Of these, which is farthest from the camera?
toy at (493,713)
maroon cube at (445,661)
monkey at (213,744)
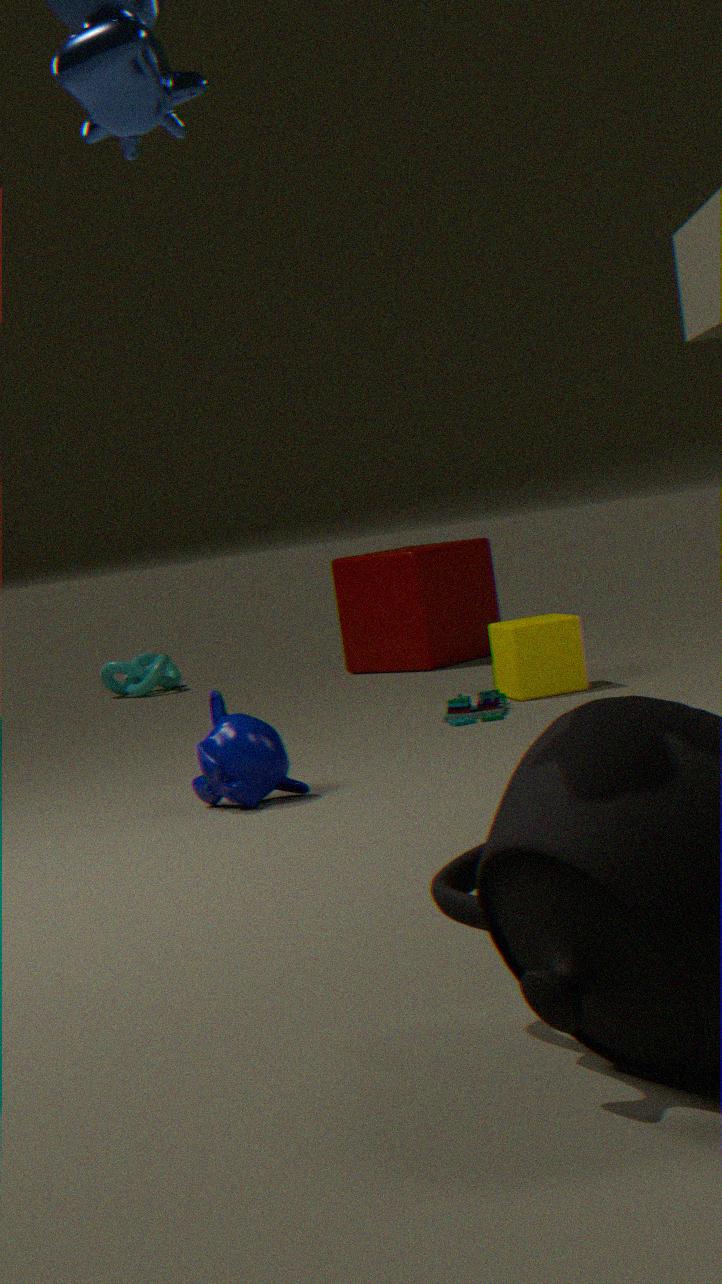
maroon cube at (445,661)
